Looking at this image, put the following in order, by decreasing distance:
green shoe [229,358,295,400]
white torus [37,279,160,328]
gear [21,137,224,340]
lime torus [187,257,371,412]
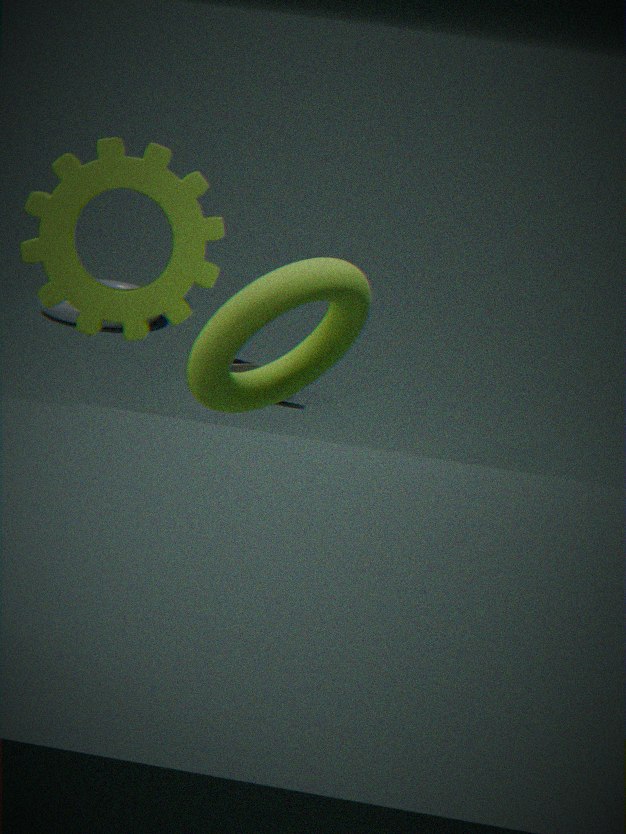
white torus [37,279,160,328] → green shoe [229,358,295,400] → gear [21,137,224,340] → lime torus [187,257,371,412]
